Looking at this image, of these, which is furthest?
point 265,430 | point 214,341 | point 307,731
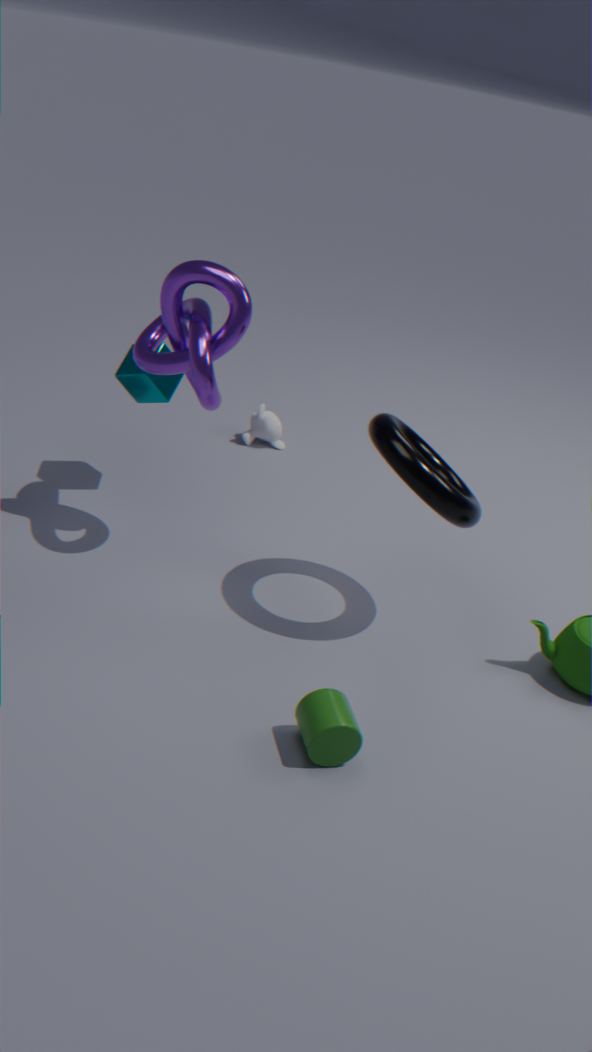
point 265,430
